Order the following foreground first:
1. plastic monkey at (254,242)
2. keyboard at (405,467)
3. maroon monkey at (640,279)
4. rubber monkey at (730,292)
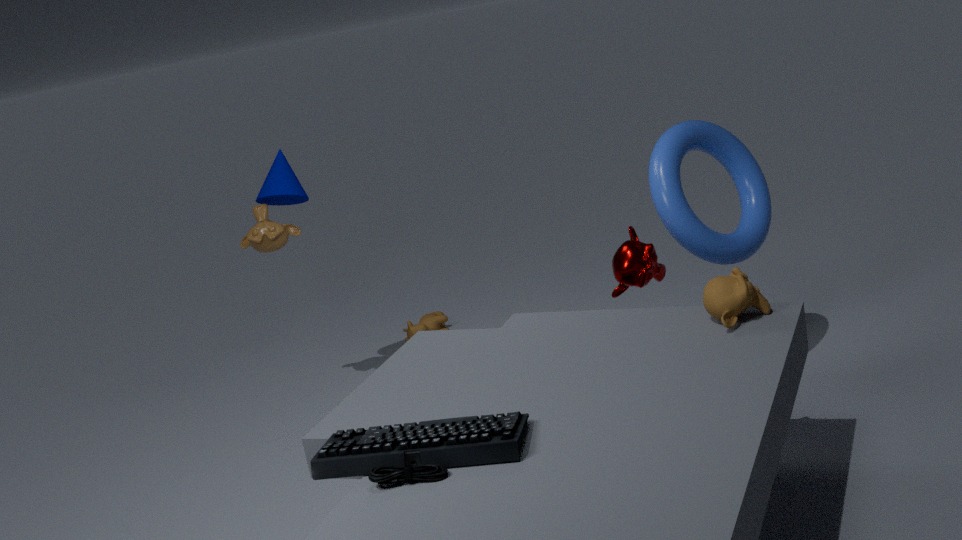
keyboard at (405,467)
rubber monkey at (730,292)
maroon monkey at (640,279)
plastic monkey at (254,242)
